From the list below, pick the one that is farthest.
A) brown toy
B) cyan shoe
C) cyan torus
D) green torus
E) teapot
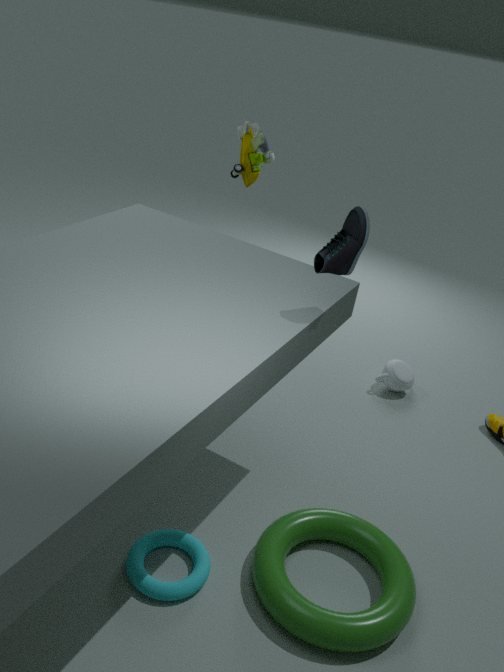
teapot
